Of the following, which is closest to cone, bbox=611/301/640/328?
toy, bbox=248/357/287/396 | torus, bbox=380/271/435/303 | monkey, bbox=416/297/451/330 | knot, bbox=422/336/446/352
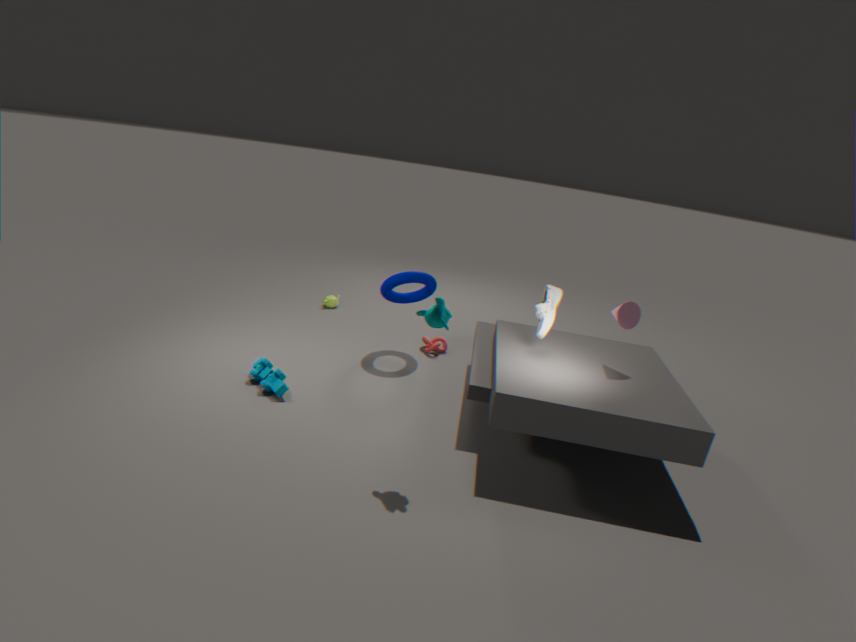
monkey, bbox=416/297/451/330
